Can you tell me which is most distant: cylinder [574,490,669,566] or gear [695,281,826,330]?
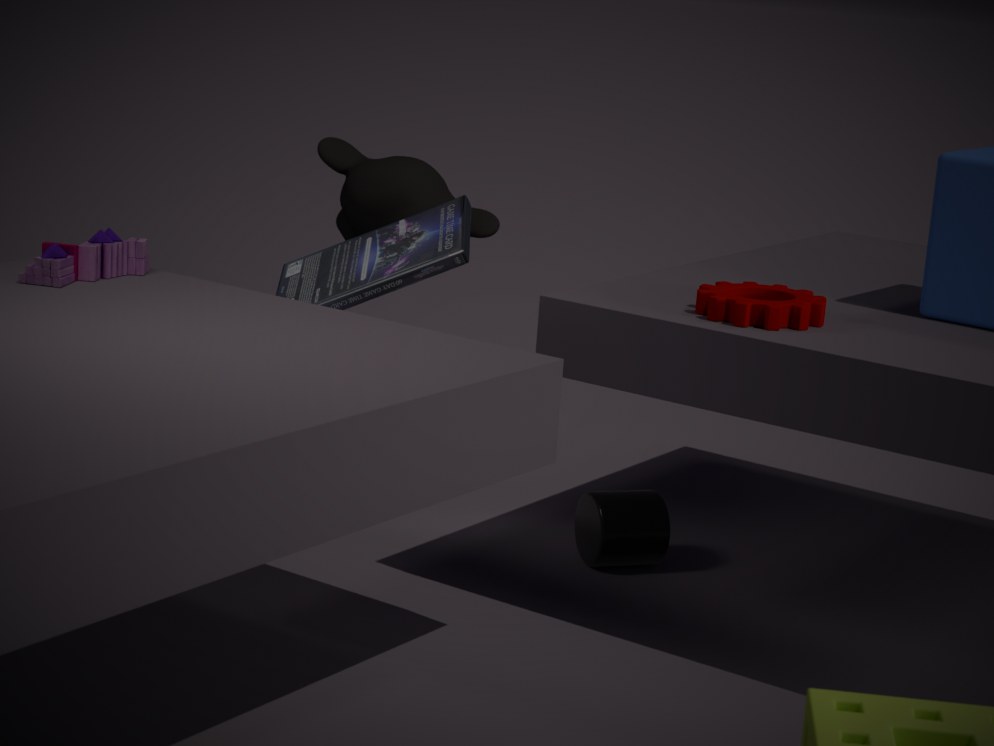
cylinder [574,490,669,566]
